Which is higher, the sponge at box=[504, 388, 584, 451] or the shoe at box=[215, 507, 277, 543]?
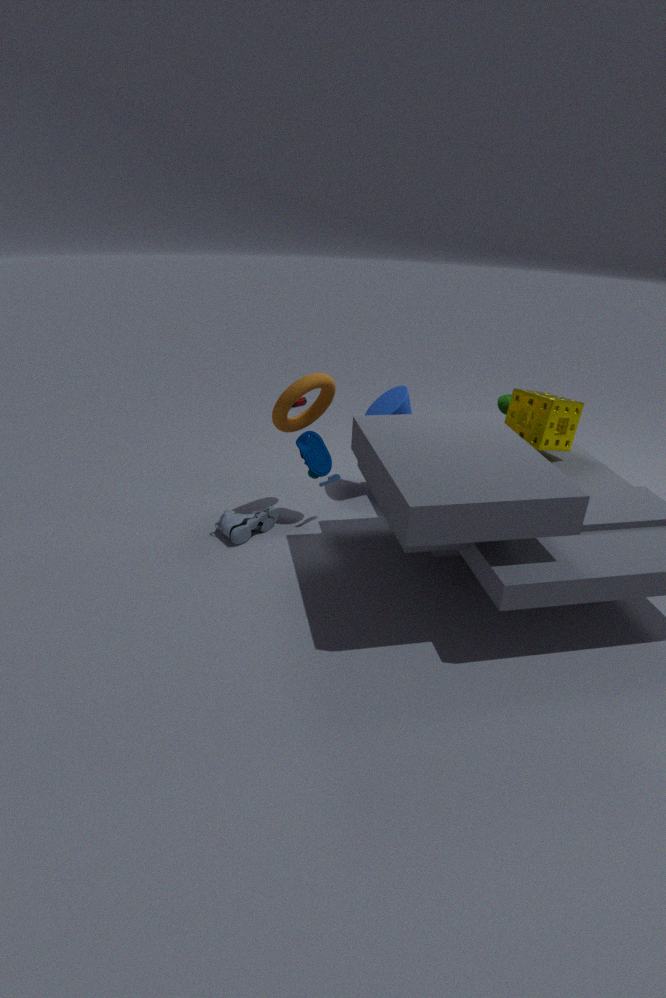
the sponge at box=[504, 388, 584, 451]
